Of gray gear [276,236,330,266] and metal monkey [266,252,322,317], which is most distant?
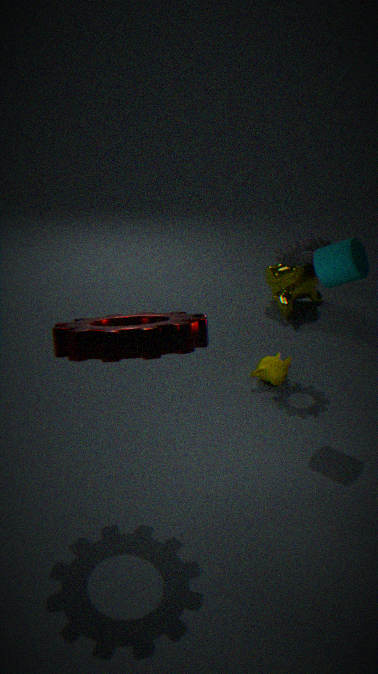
metal monkey [266,252,322,317]
